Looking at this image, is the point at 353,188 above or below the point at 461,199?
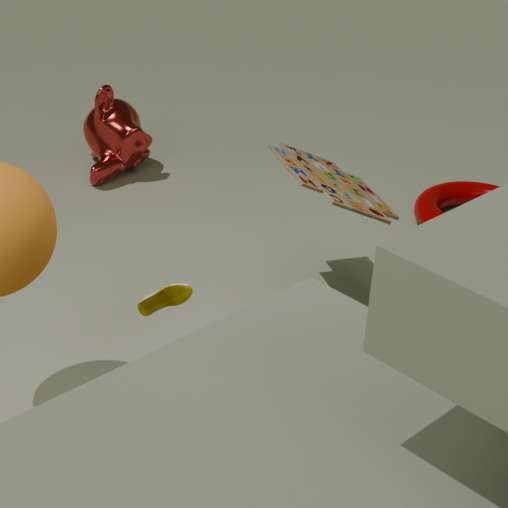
above
